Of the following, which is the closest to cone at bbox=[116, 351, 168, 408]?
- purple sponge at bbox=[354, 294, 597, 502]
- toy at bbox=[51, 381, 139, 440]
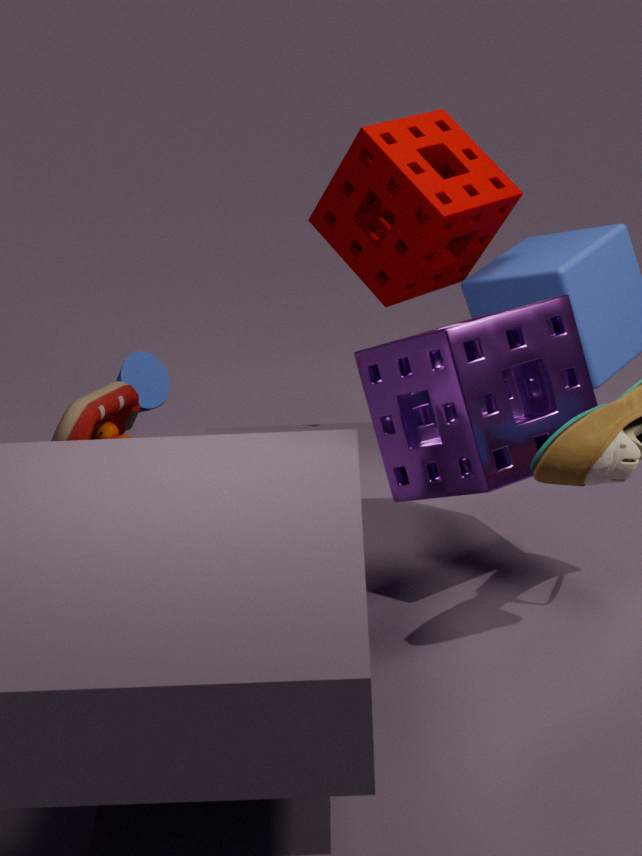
toy at bbox=[51, 381, 139, 440]
